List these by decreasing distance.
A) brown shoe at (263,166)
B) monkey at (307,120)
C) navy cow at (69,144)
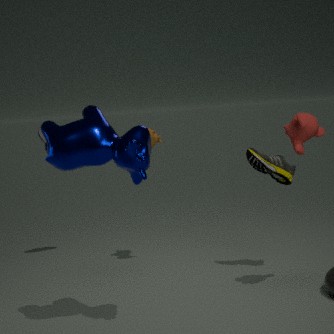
brown shoe at (263,166) → monkey at (307,120) → navy cow at (69,144)
